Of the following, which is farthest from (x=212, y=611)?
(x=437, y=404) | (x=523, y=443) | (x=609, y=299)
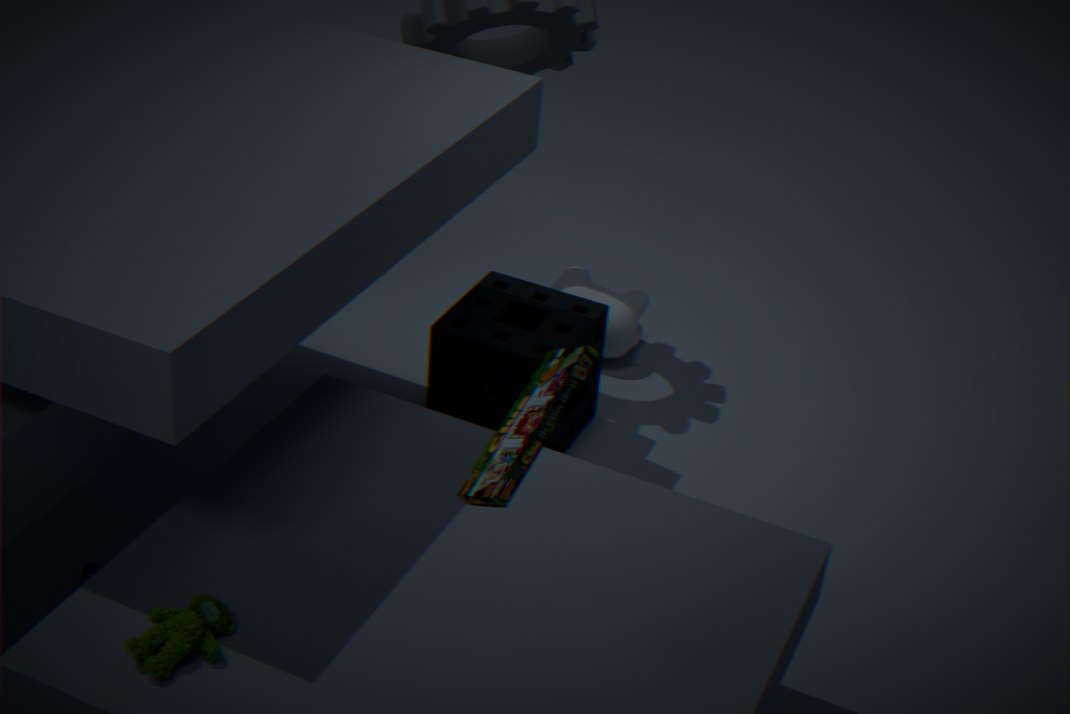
(x=609, y=299)
